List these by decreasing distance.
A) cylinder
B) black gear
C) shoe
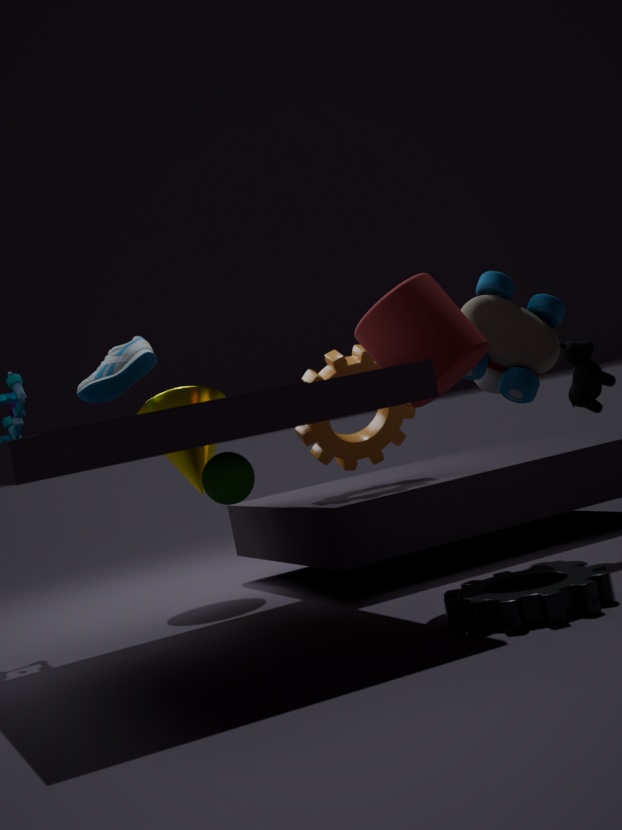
1. shoe
2. cylinder
3. black gear
